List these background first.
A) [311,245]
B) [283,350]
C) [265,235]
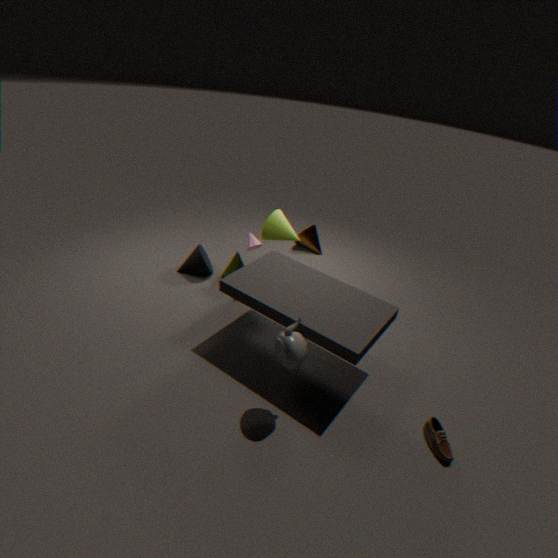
[311,245], [265,235], [283,350]
